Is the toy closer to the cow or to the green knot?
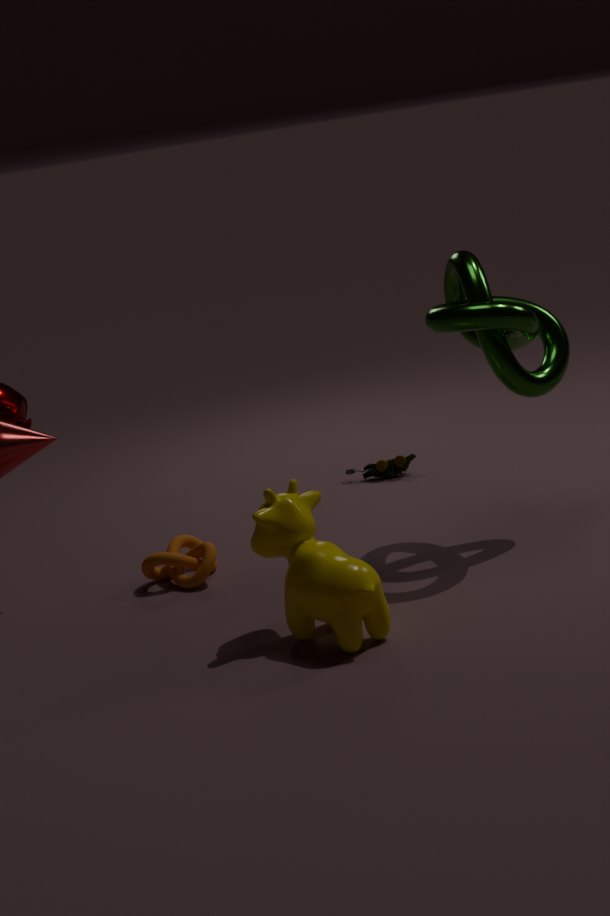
the green knot
